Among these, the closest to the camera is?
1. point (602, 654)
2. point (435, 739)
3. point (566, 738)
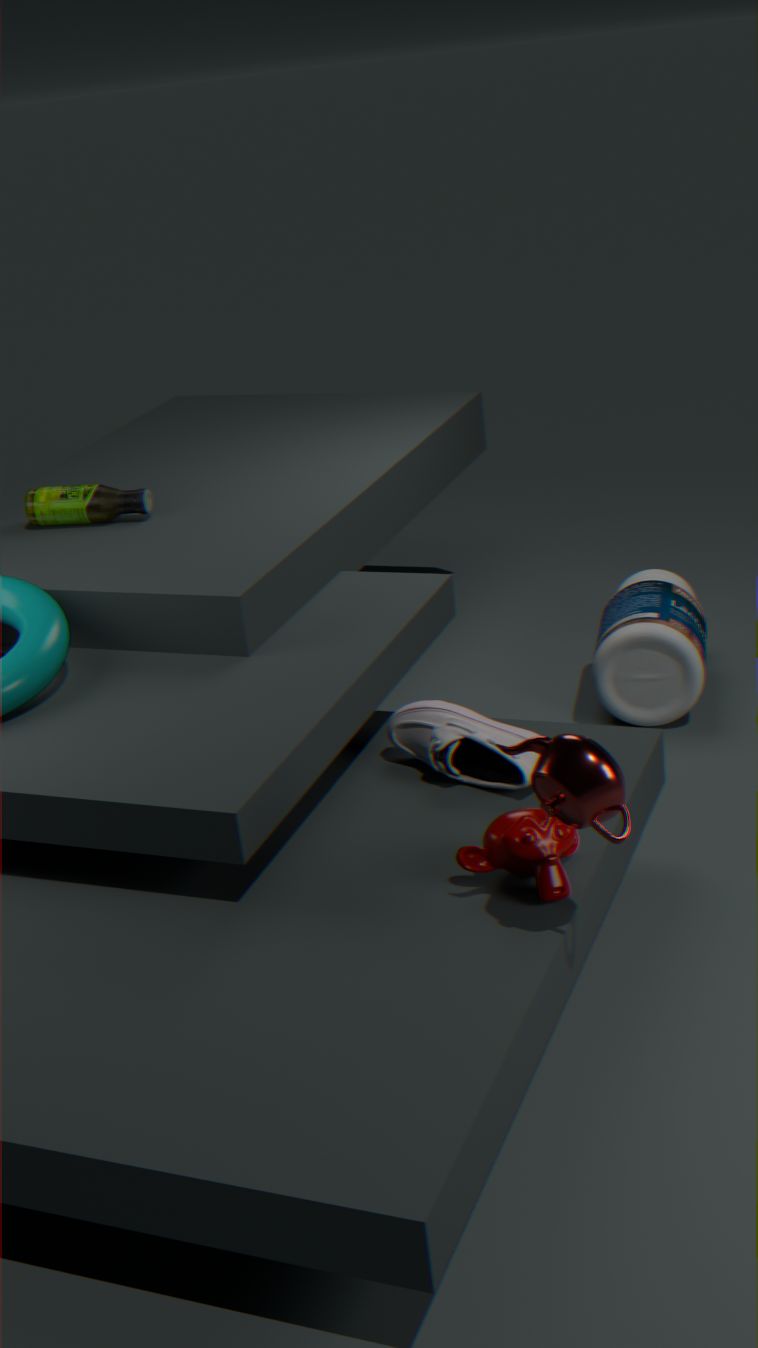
point (566, 738)
